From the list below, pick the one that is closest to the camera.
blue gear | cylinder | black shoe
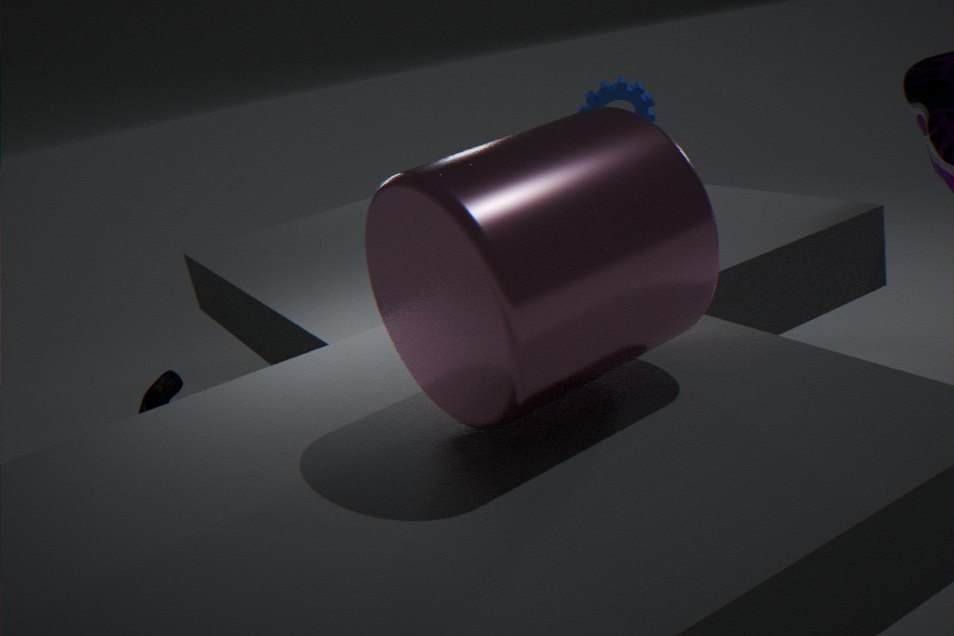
cylinder
